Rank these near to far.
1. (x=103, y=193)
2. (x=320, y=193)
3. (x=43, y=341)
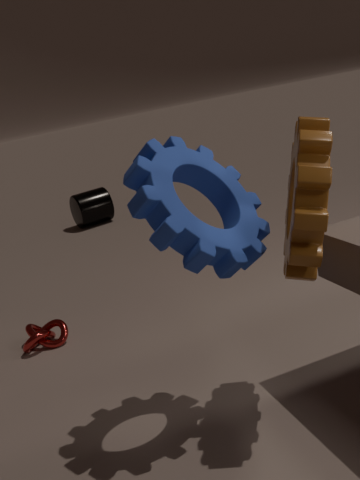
1. (x=320, y=193)
2. (x=43, y=341)
3. (x=103, y=193)
